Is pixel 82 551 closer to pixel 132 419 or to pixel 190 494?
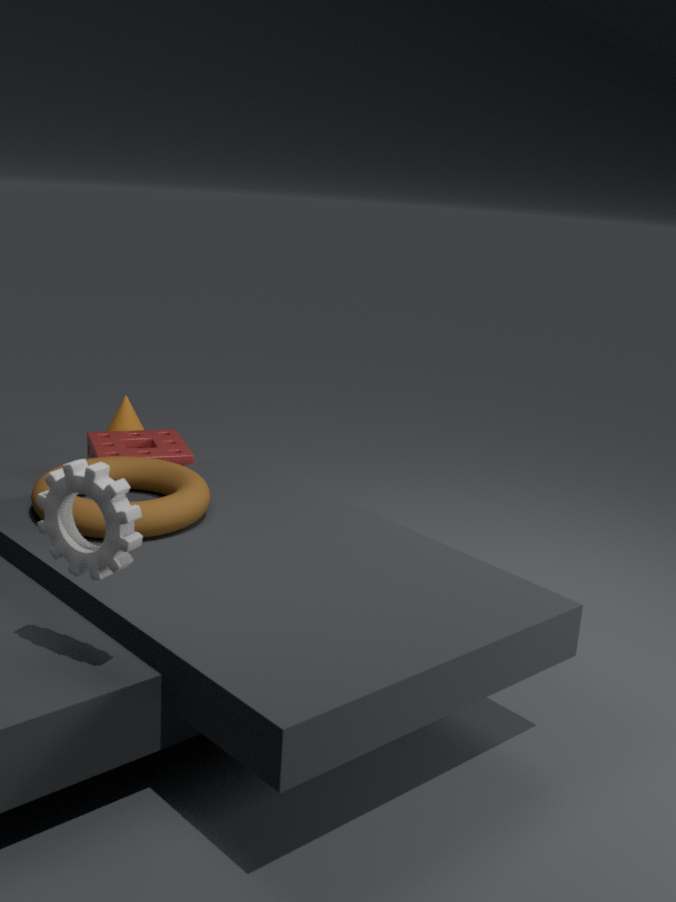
pixel 190 494
